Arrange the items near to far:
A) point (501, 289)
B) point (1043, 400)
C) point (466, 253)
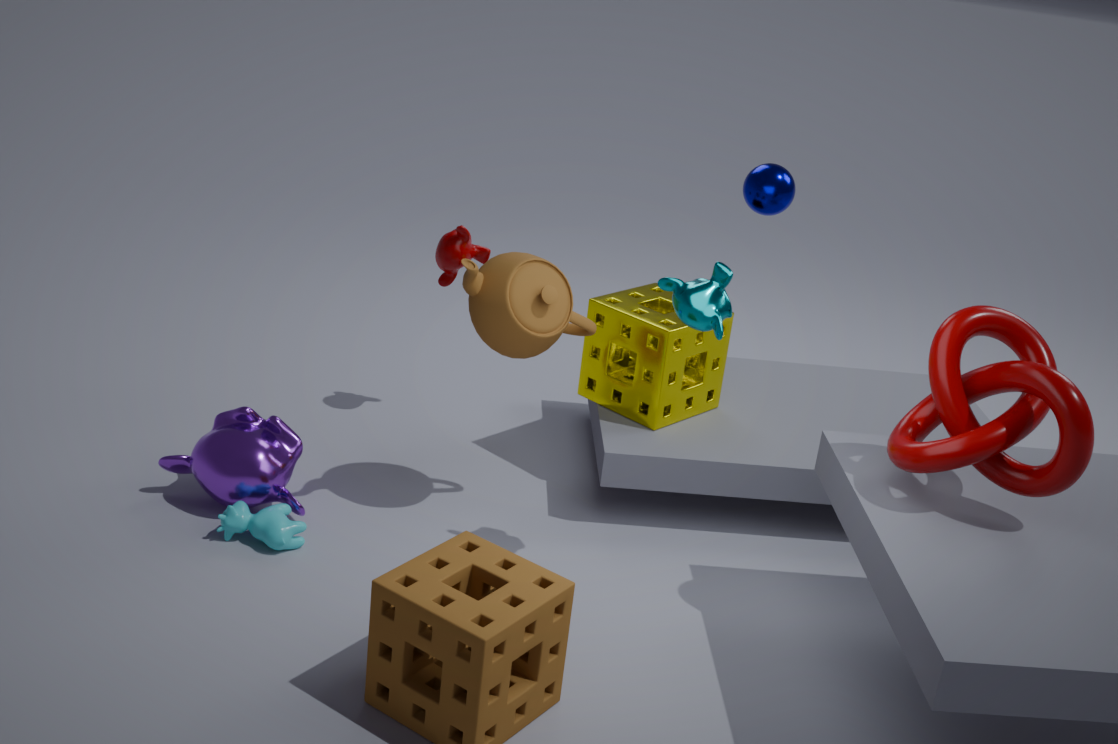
point (1043, 400) < point (501, 289) < point (466, 253)
